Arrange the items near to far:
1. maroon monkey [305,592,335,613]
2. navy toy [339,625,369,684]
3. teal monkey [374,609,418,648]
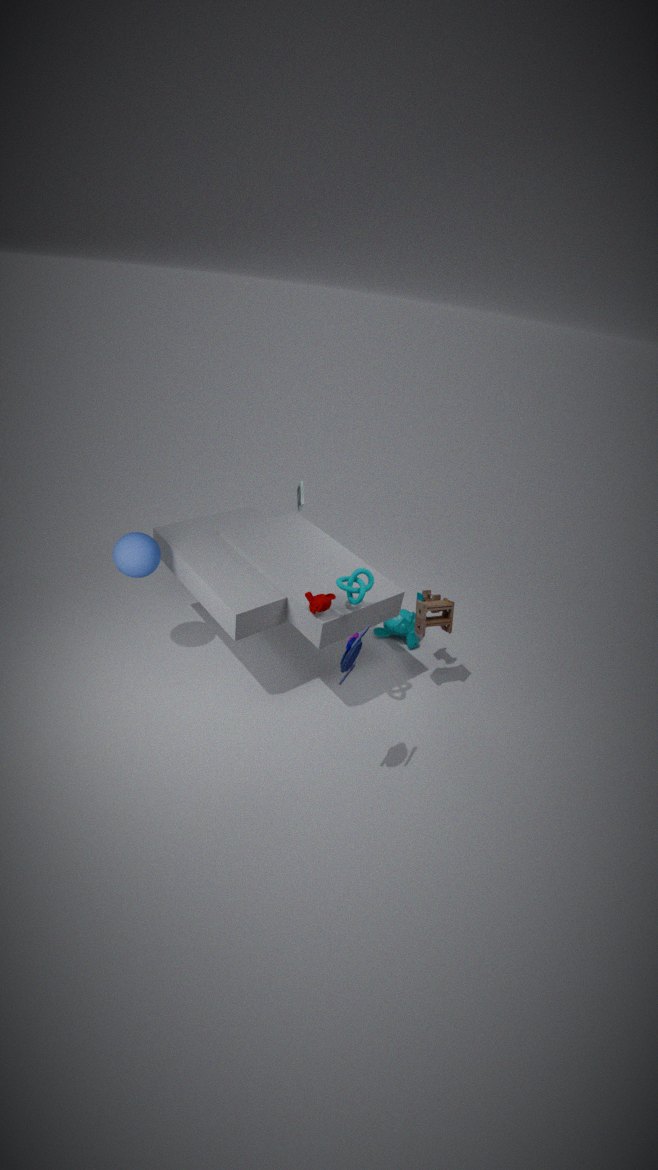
navy toy [339,625,369,684] → maroon monkey [305,592,335,613] → teal monkey [374,609,418,648]
